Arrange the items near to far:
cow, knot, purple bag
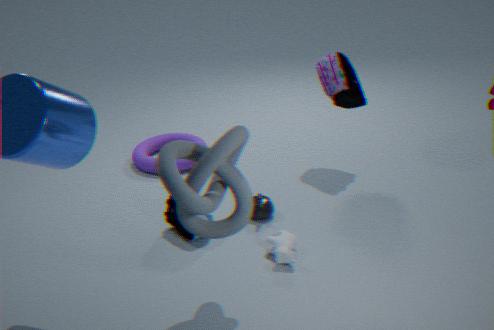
knot < cow < purple bag
